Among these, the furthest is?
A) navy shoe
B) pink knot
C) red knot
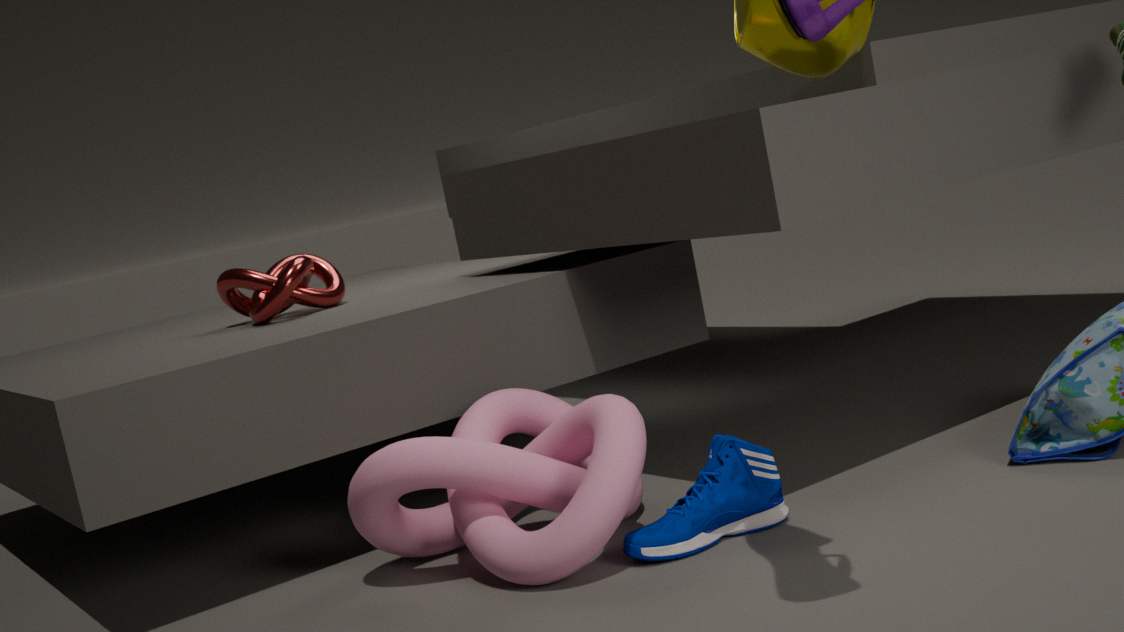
red knot
